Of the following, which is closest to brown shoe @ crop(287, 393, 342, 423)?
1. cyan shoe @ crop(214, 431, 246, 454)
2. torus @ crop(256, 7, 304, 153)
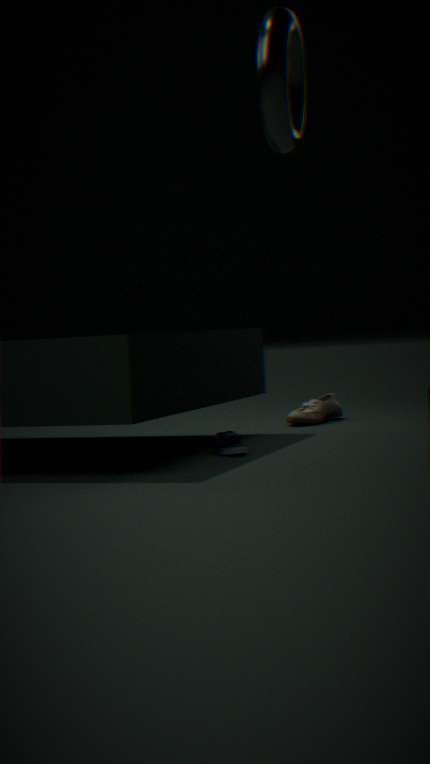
cyan shoe @ crop(214, 431, 246, 454)
